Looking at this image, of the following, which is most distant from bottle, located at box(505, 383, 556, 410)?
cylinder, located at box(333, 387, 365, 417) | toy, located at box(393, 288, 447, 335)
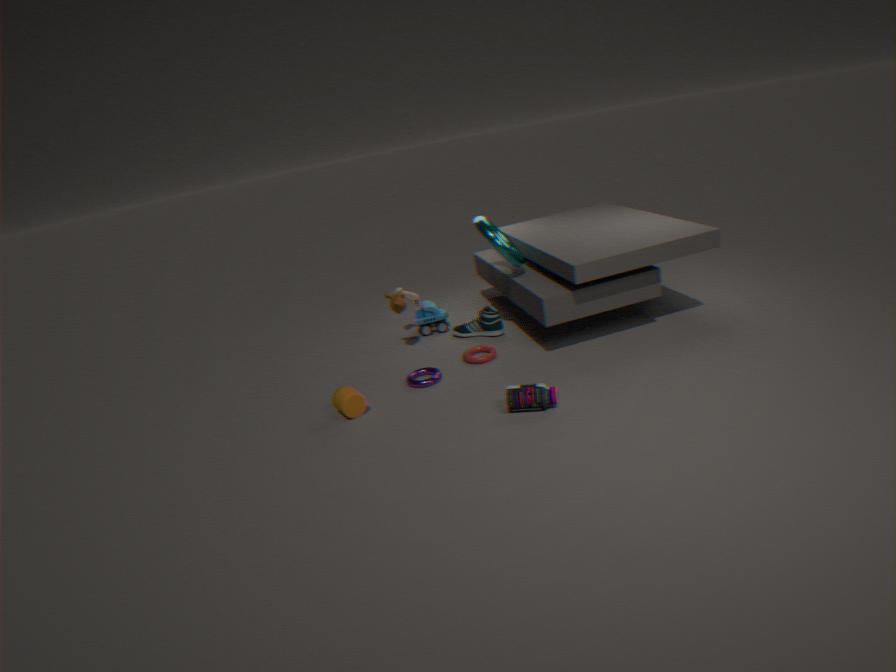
toy, located at box(393, 288, 447, 335)
